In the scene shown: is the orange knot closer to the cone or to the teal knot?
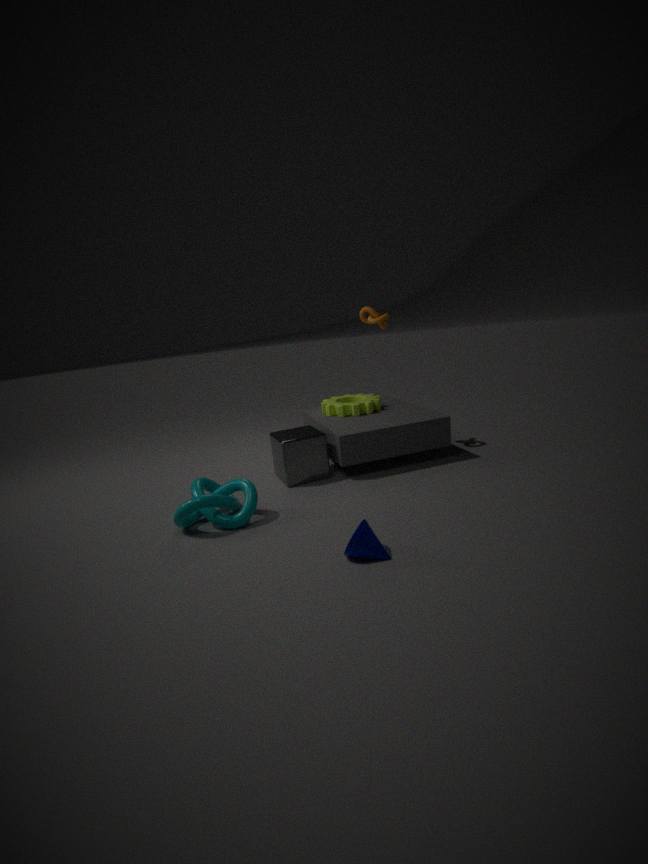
the teal knot
